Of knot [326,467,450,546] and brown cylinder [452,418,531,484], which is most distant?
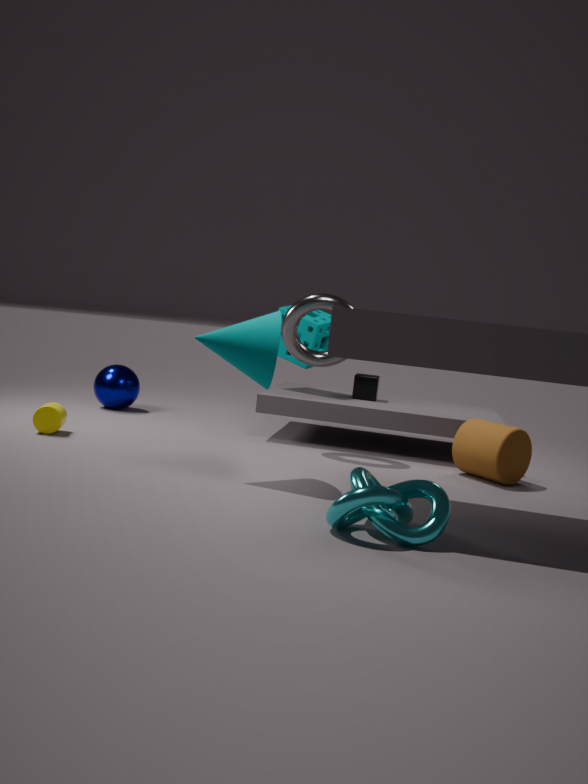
brown cylinder [452,418,531,484]
